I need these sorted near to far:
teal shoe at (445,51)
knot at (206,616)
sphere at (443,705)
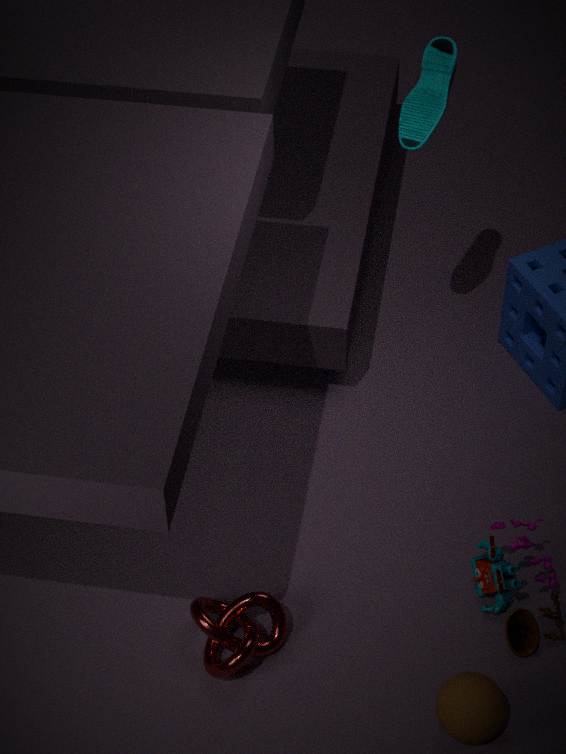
sphere at (443,705)
knot at (206,616)
teal shoe at (445,51)
